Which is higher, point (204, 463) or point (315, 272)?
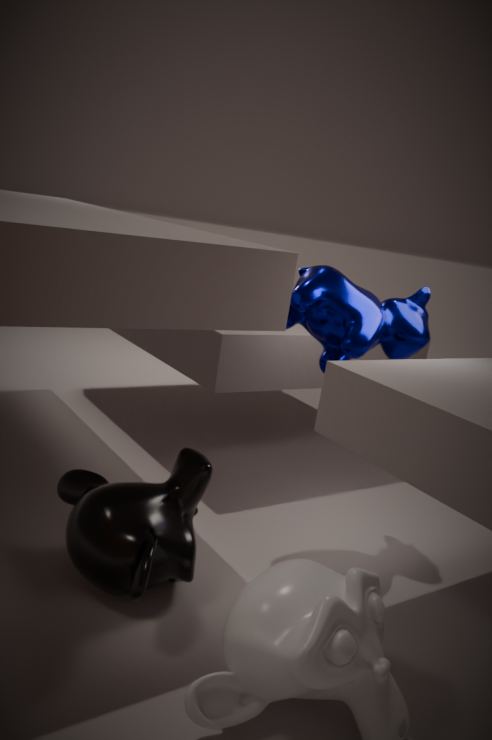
point (315, 272)
